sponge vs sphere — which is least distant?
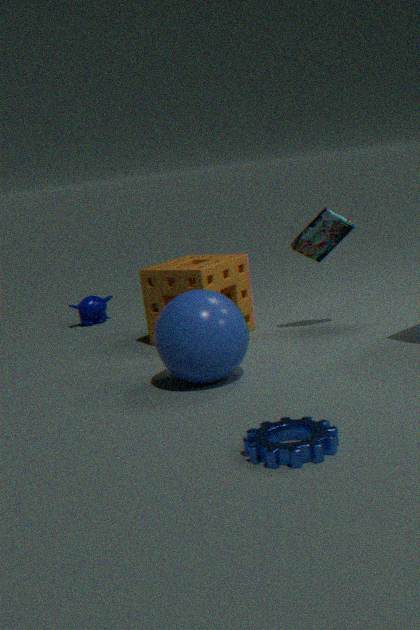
sphere
